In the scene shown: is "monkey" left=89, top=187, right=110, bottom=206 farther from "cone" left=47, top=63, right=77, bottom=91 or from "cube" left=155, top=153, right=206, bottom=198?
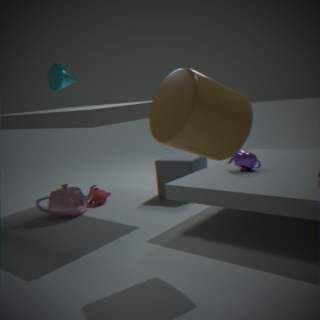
"cone" left=47, top=63, right=77, bottom=91
